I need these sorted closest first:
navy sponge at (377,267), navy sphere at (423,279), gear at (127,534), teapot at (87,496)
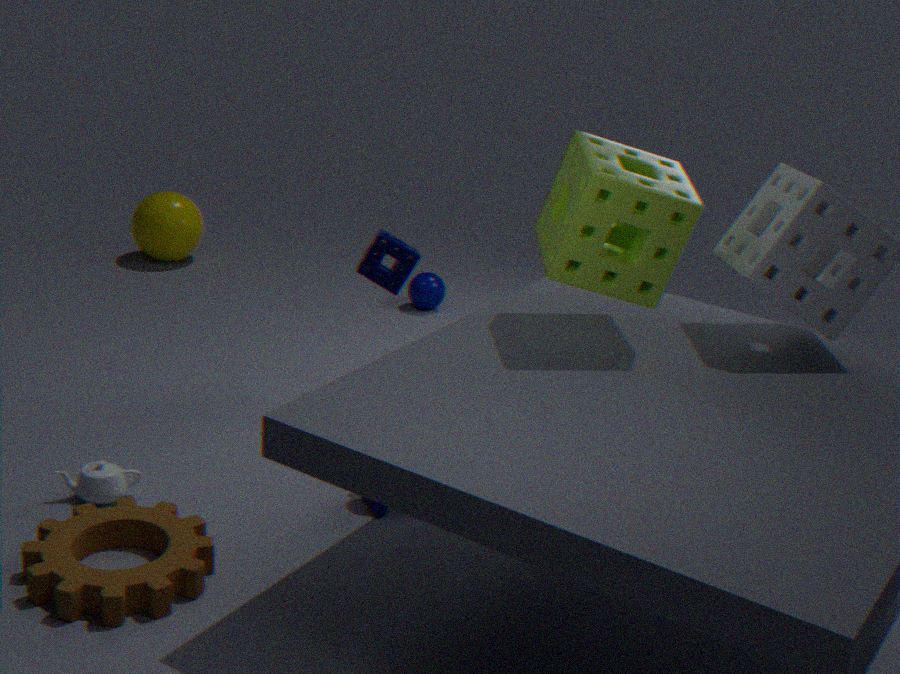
gear at (127,534) → teapot at (87,496) → navy sponge at (377,267) → navy sphere at (423,279)
